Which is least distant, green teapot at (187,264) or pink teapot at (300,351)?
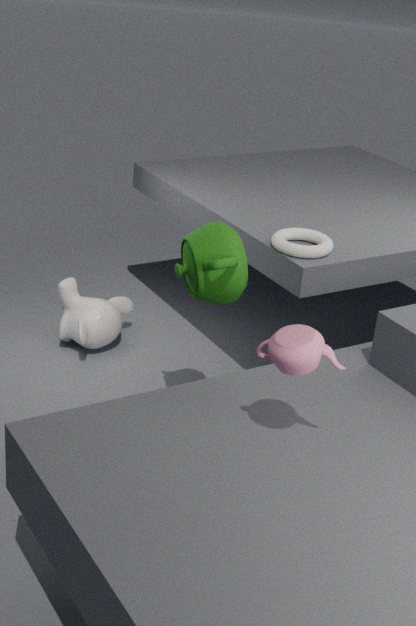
pink teapot at (300,351)
